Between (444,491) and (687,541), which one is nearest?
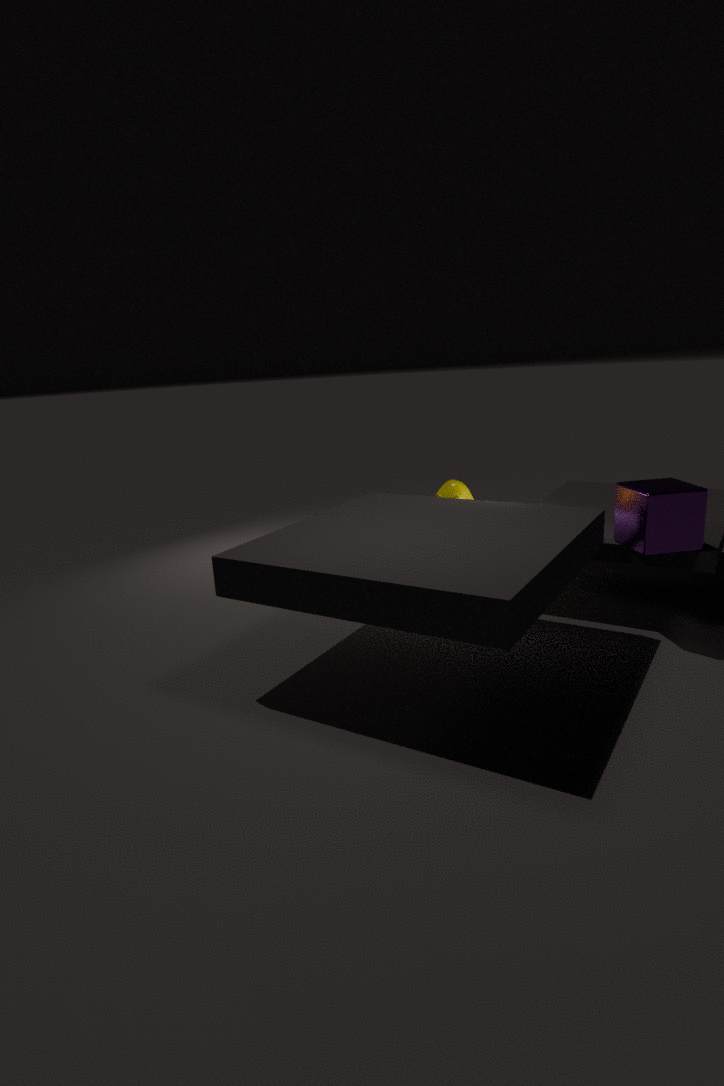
(687,541)
